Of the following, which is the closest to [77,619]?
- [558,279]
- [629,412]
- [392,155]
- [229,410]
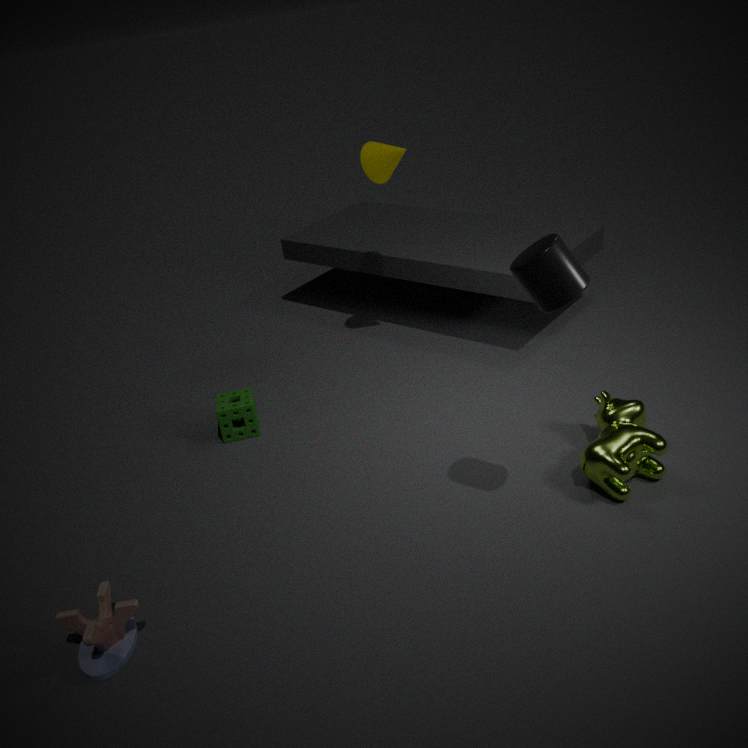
[229,410]
